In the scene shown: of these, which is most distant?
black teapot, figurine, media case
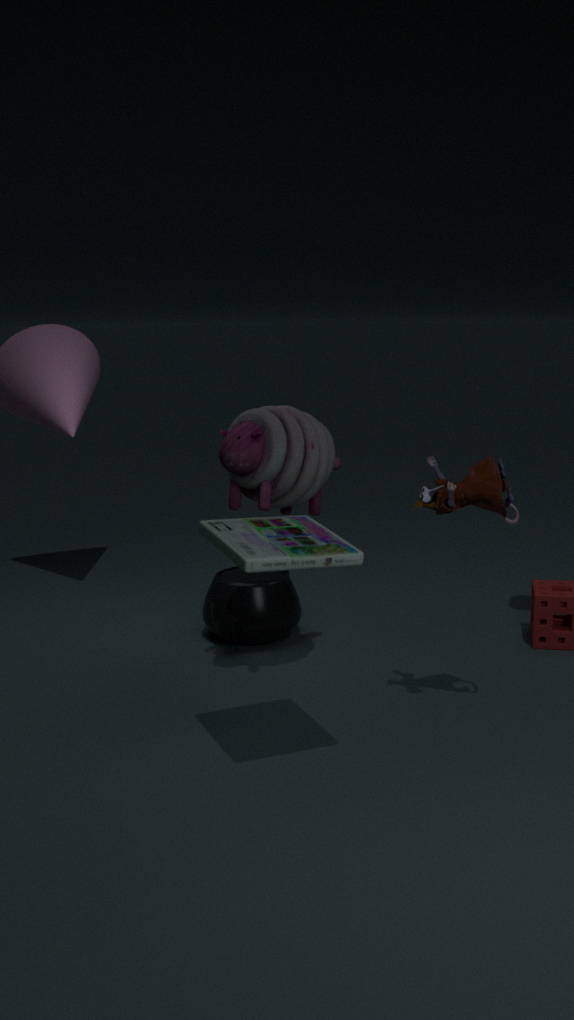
black teapot
